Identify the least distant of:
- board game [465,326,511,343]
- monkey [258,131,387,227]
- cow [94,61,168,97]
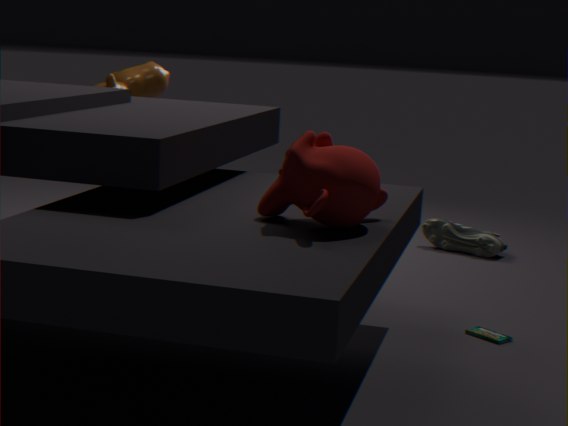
monkey [258,131,387,227]
